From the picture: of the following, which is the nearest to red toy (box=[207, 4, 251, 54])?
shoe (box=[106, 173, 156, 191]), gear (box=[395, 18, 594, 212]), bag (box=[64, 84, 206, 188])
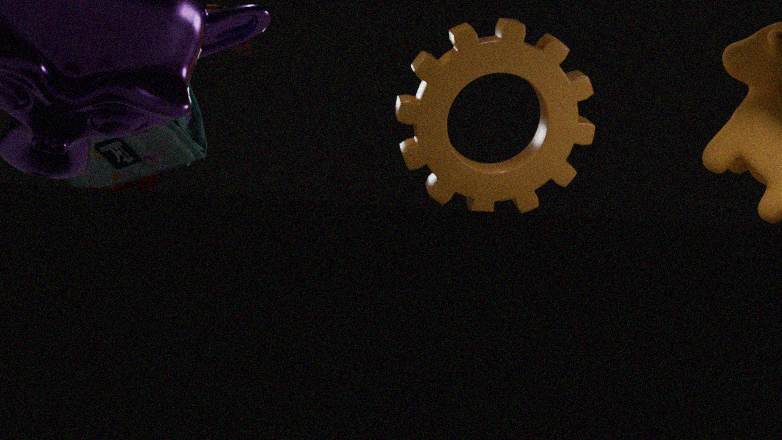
shoe (box=[106, 173, 156, 191])
